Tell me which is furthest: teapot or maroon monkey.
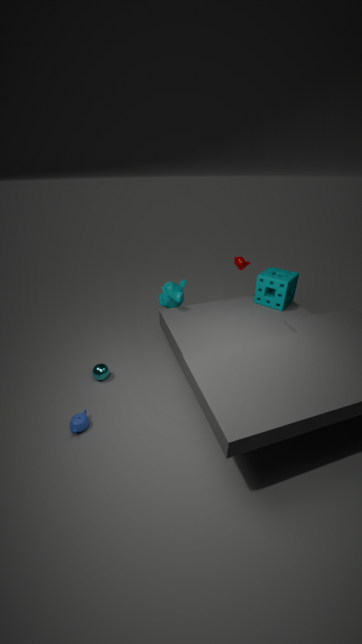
maroon monkey
